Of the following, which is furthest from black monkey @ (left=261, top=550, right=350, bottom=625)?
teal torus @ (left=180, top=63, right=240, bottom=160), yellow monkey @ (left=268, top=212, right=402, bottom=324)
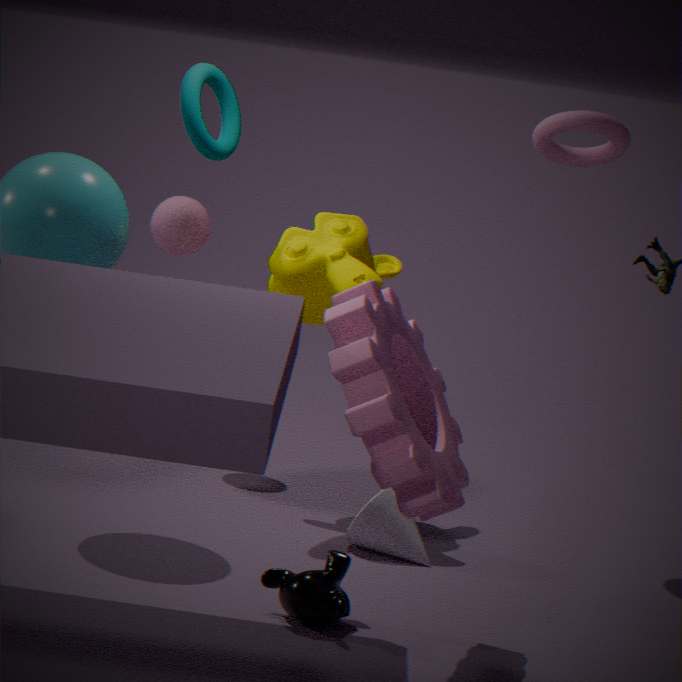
teal torus @ (left=180, top=63, right=240, bottom=160)
